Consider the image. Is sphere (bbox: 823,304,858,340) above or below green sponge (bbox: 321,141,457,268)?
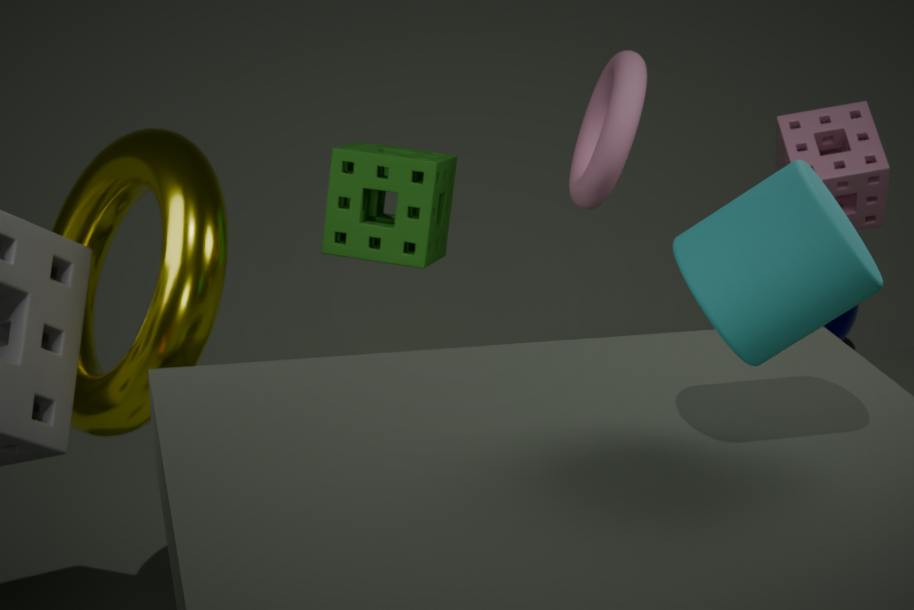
below
